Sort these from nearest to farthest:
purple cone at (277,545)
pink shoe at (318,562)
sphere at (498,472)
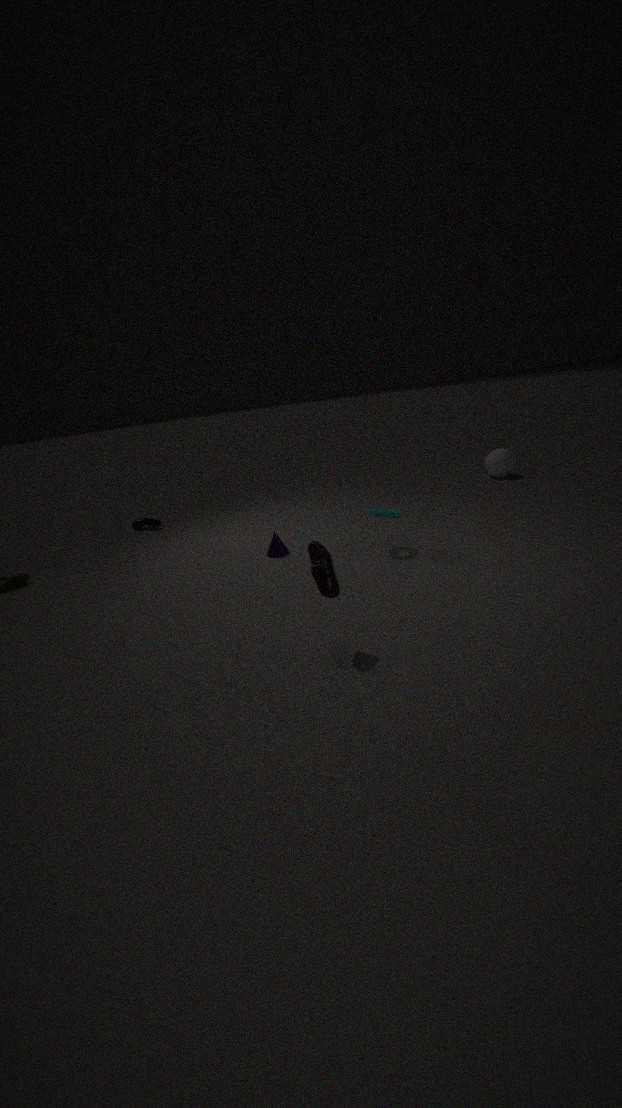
pink shoe at (318,562) < purple cone at (277,545) < sphere at (498,472)
